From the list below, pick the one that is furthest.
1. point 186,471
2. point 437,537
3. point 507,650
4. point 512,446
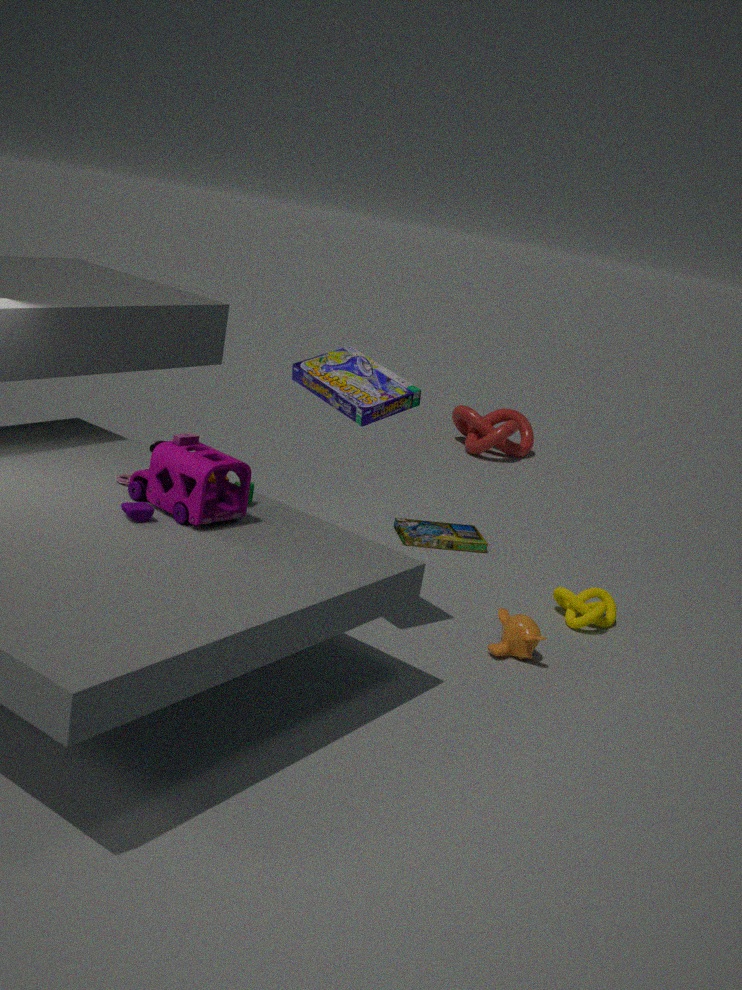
point 512,446
